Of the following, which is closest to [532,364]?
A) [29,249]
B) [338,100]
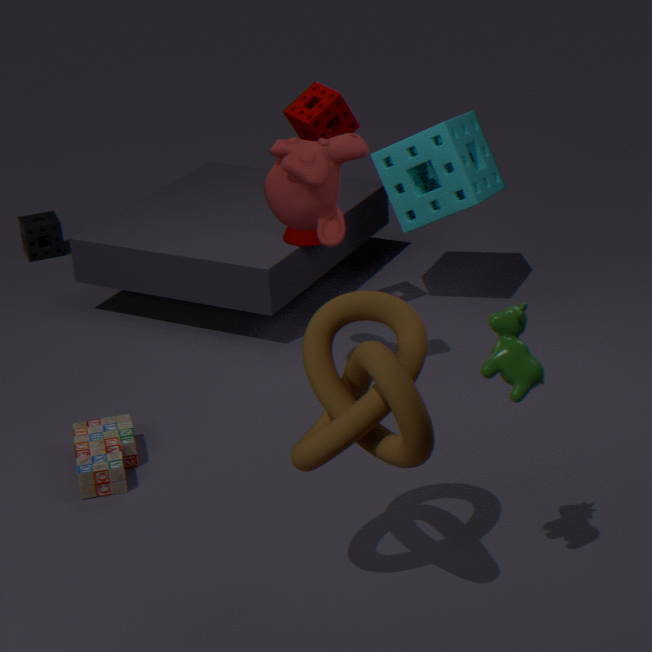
[338,100]
